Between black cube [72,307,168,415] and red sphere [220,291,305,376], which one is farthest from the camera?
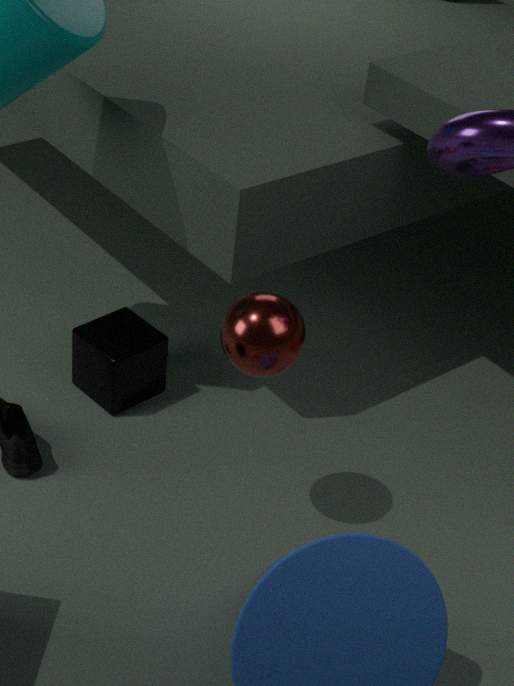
black cube [72,307,168,415]
